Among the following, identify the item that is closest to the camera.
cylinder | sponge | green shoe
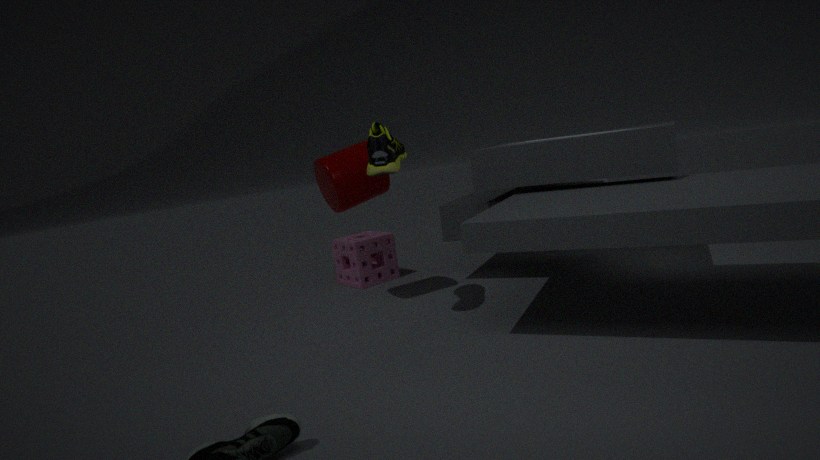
green shoe
